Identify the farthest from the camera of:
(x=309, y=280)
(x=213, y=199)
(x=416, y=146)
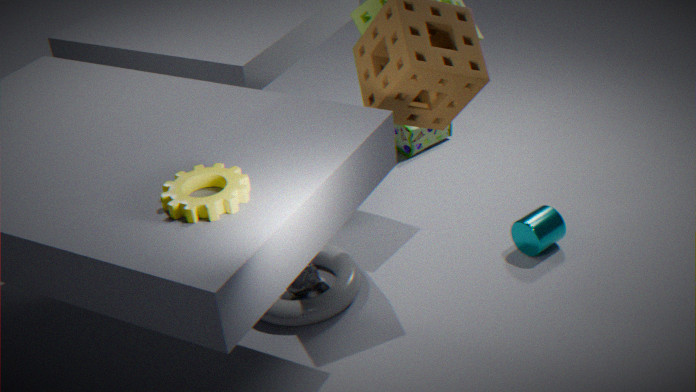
(x=416, y=146)
